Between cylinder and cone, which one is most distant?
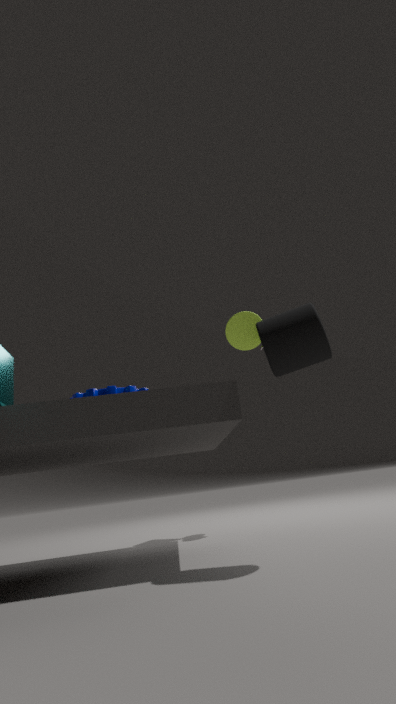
cone
